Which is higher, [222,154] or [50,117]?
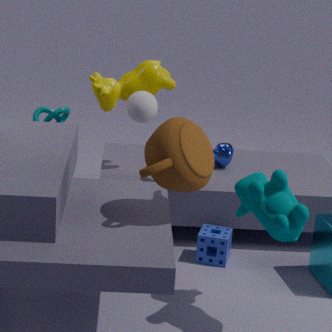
[50,117]
